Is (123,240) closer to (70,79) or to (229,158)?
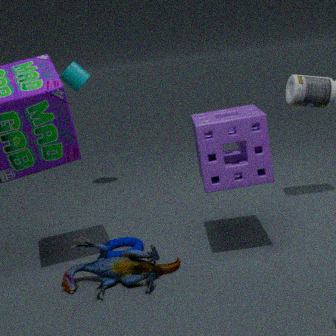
(229,158)
